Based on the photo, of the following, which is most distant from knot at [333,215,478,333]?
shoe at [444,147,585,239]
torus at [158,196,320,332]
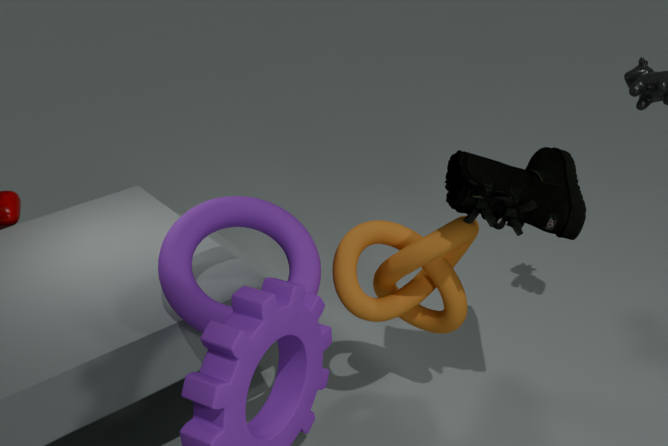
shoe at [444,147,585,239]
